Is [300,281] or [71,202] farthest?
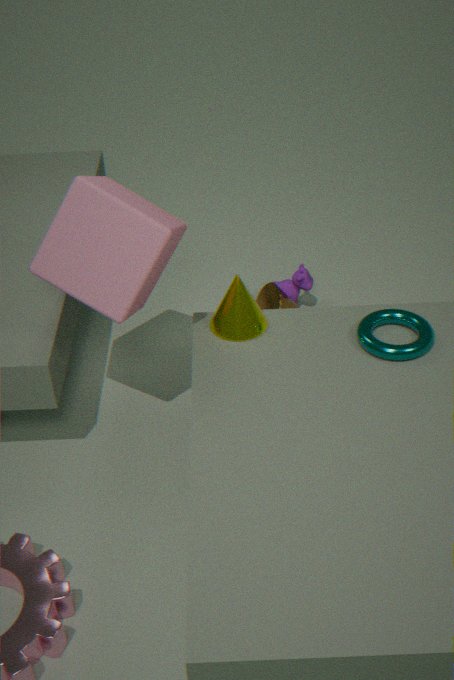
[300,281]
